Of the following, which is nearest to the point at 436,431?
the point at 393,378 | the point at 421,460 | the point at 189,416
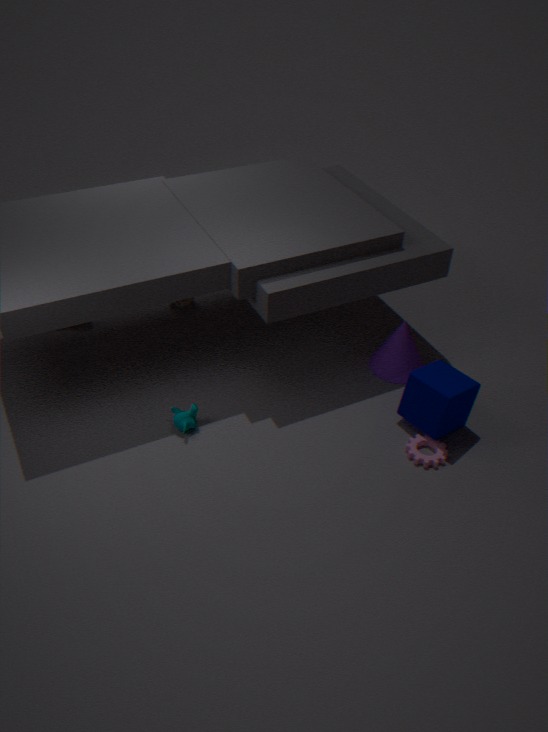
the point at 421,460
